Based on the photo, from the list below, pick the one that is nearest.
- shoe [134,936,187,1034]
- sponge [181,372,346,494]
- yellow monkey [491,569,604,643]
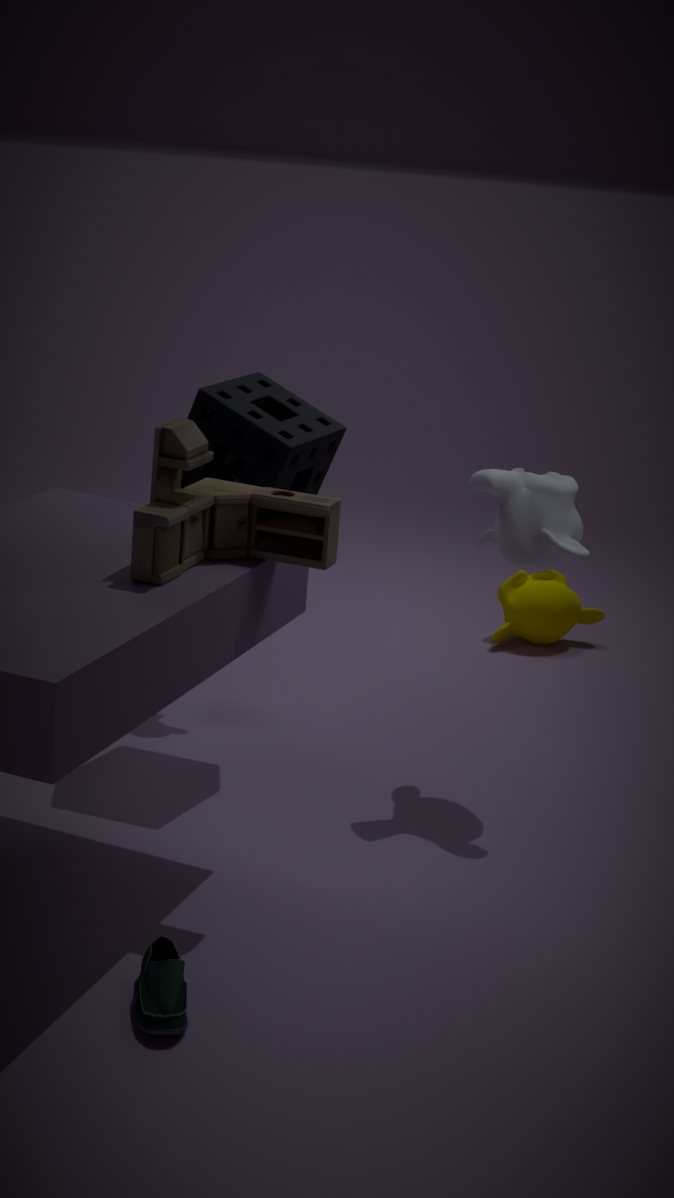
shoe [134,936,187,1034]
